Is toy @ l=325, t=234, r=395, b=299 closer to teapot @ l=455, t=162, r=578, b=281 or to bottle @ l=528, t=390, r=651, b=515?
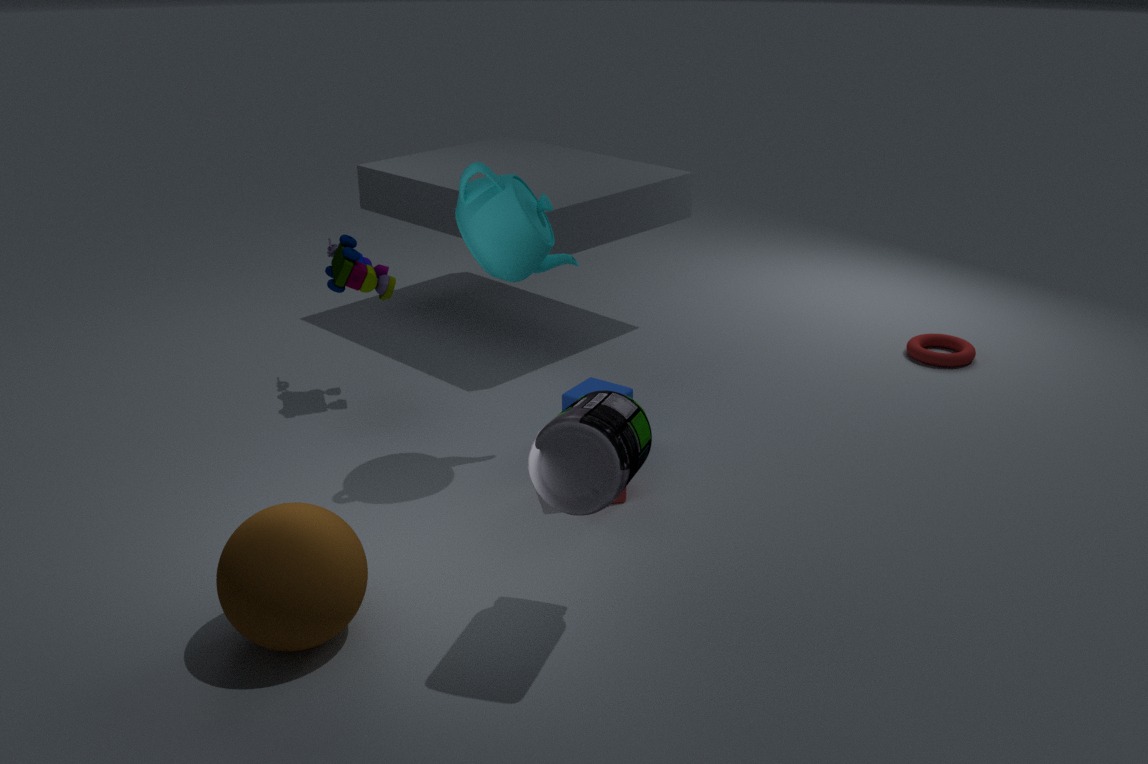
teapot @ l=455, t=162, r=578, b=281
